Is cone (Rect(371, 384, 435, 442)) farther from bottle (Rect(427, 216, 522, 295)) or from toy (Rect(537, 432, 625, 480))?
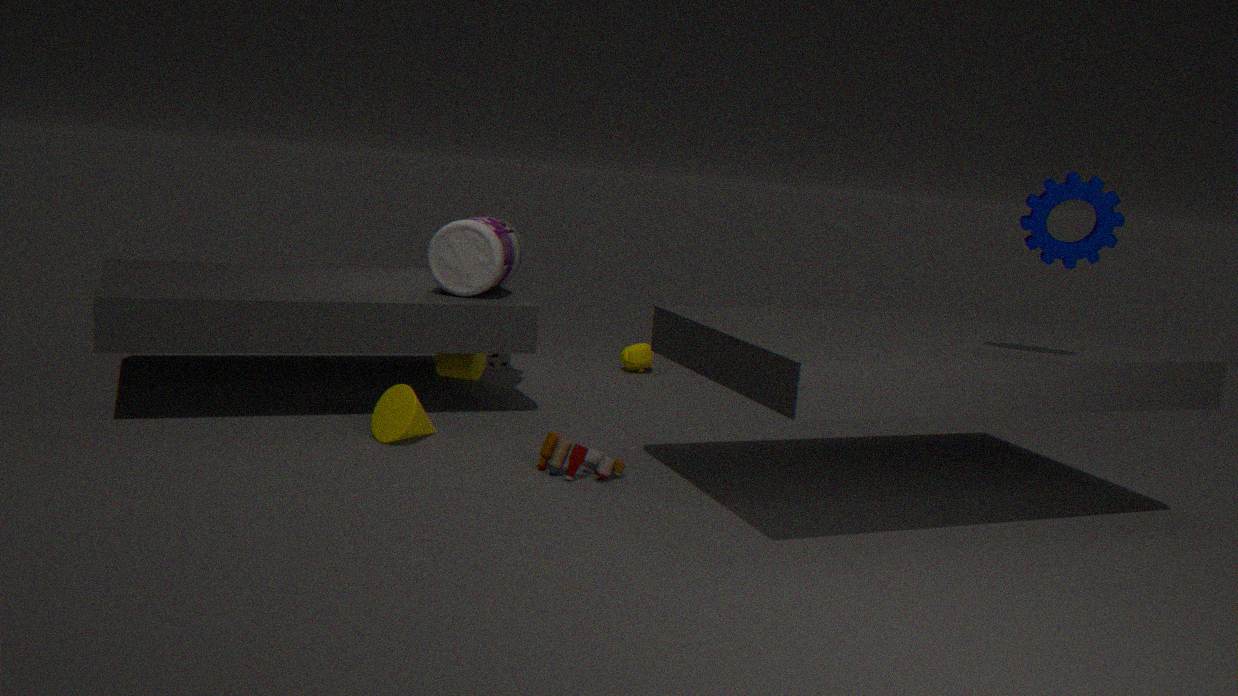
bottle (Rect(427, 216, 522, 295))
